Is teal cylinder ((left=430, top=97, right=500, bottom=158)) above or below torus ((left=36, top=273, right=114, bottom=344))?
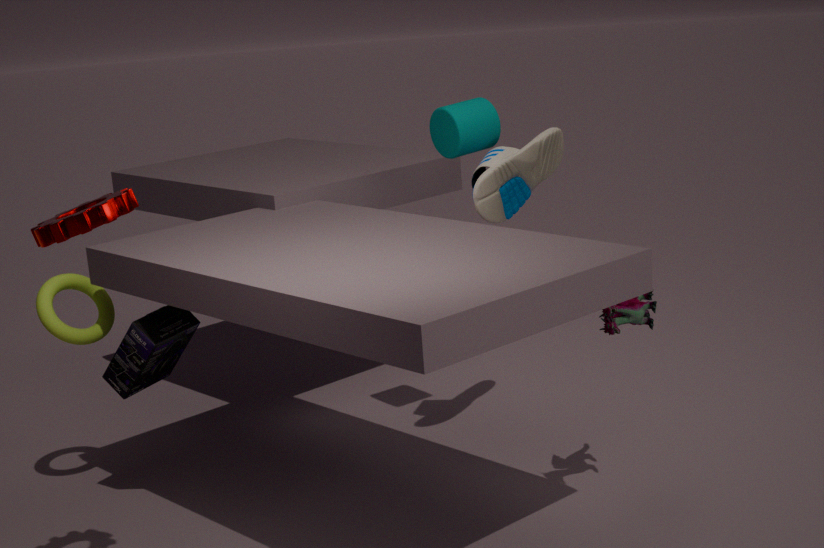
above
